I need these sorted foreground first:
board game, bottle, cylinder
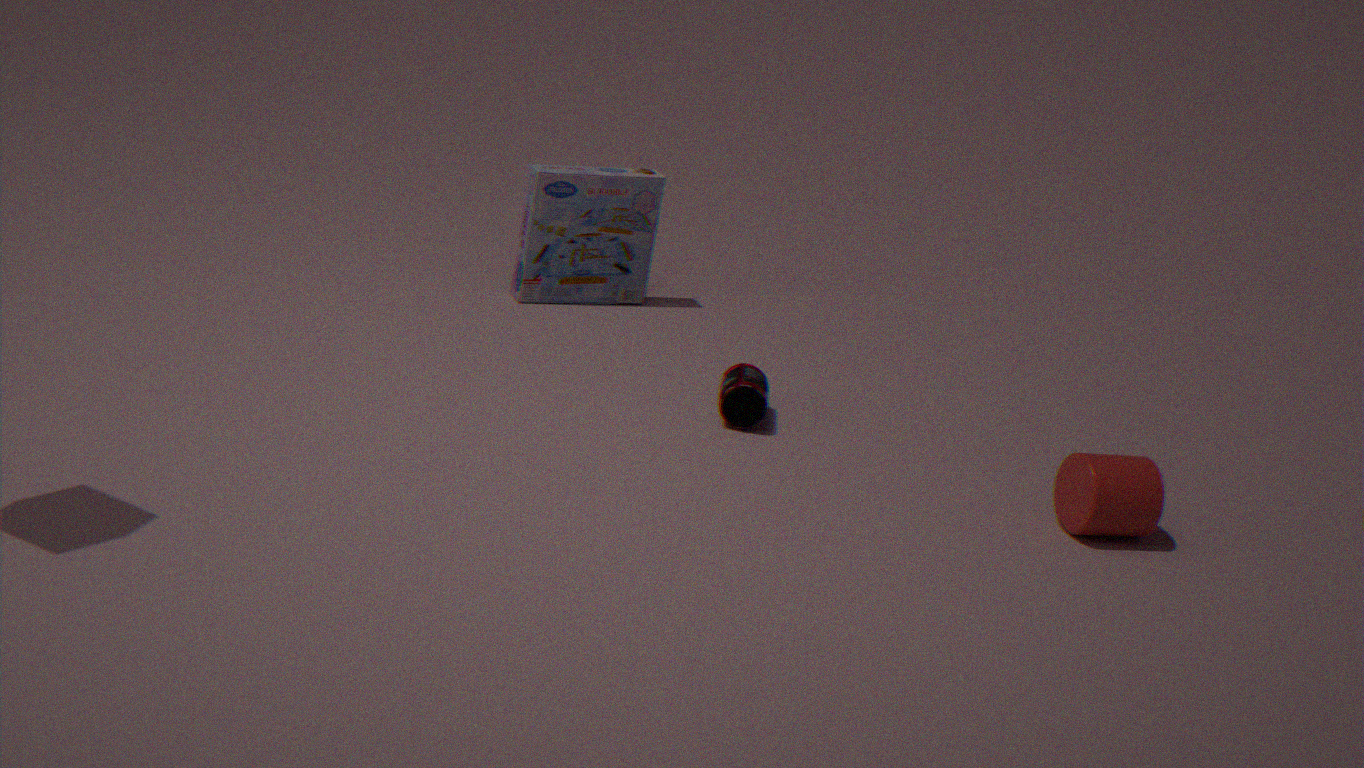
1. cylinder
2. bottle
3. board game
